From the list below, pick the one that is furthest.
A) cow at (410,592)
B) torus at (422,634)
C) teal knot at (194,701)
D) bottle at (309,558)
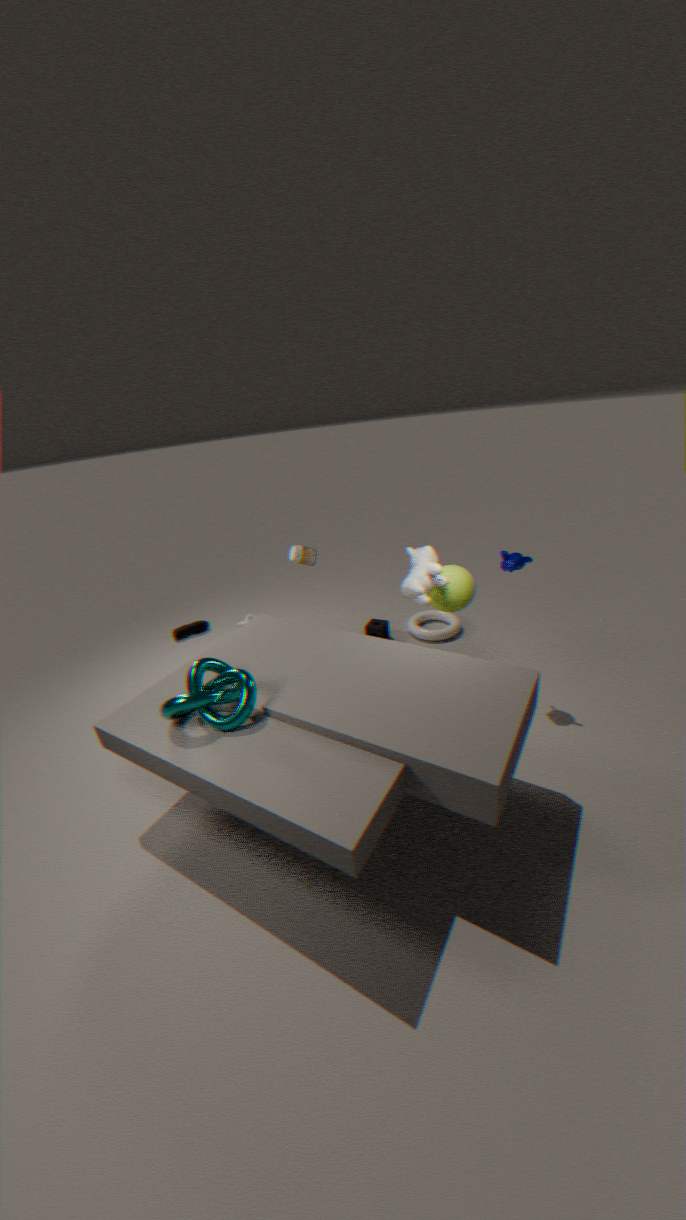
torus at (422,634)
